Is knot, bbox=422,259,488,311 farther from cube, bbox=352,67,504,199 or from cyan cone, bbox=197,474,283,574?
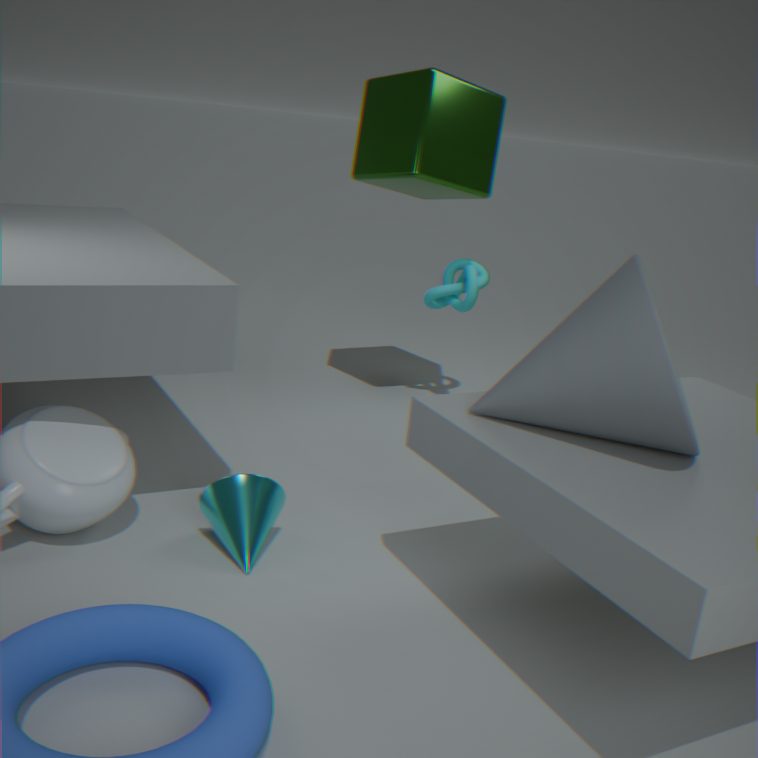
cyan cone, bbox=197,474,283,574
